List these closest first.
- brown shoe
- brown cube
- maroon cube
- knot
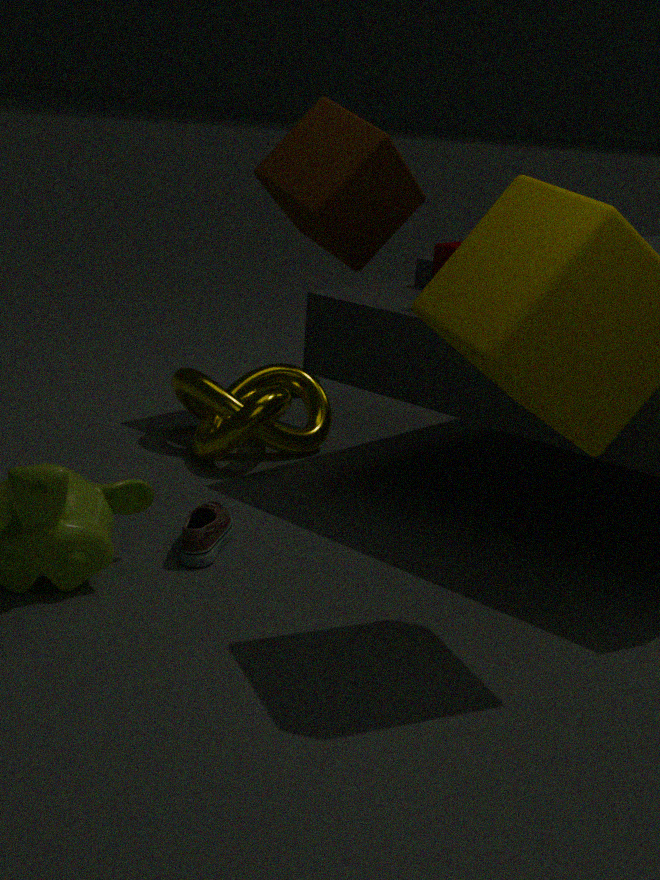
brown shoe < maroon cube < knot < brown cube
